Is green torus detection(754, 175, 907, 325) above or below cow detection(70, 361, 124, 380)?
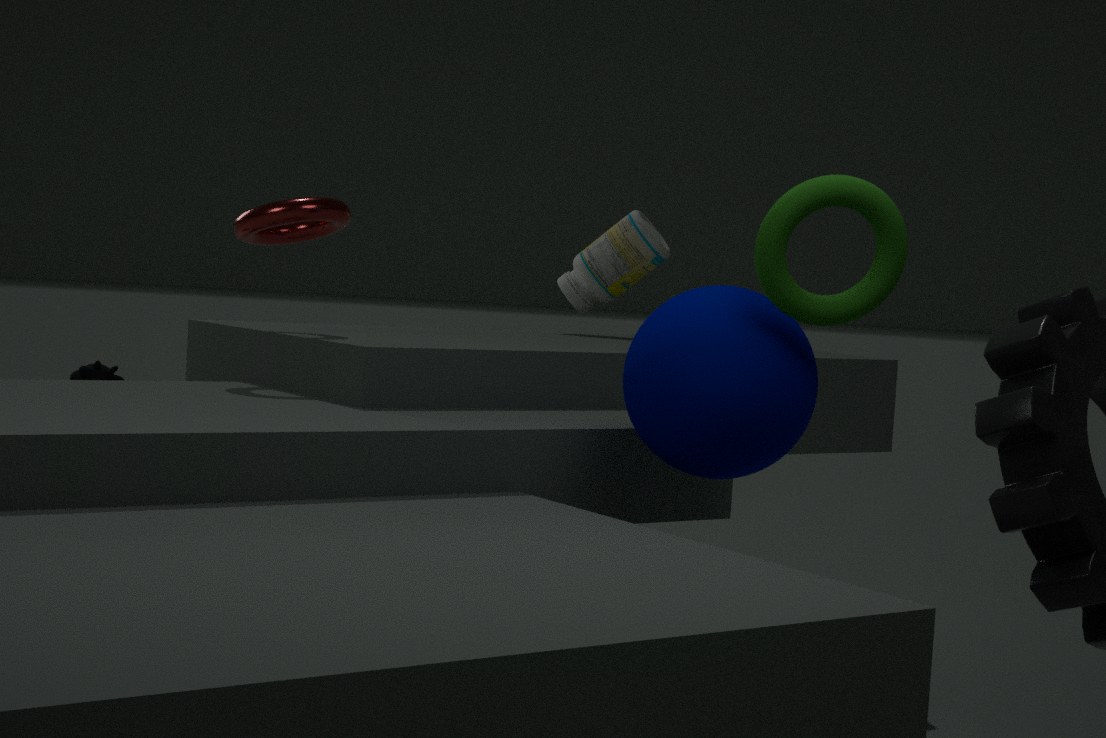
above
